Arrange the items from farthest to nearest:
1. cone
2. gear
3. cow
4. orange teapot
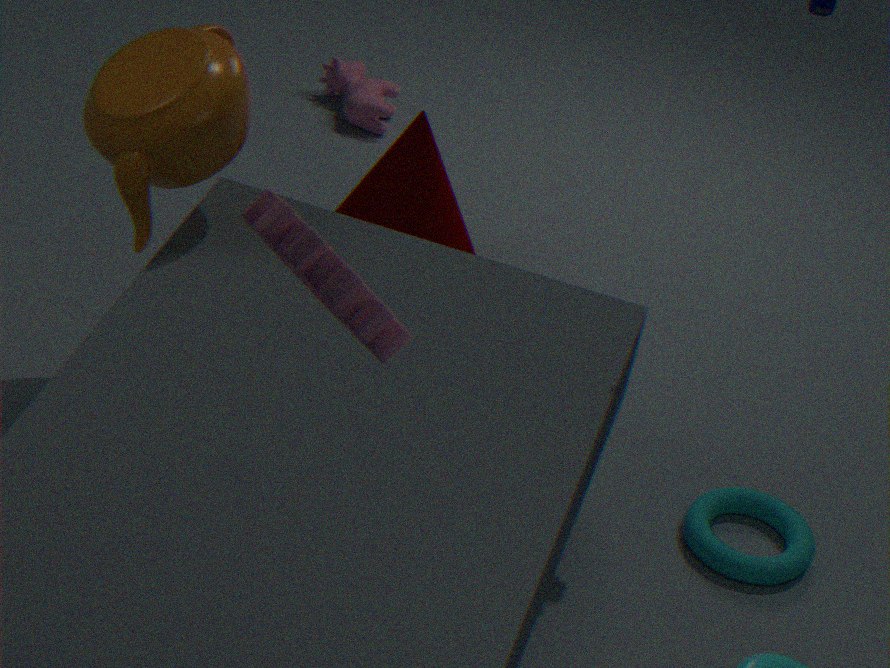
cow → cone → orange teapot → gear
